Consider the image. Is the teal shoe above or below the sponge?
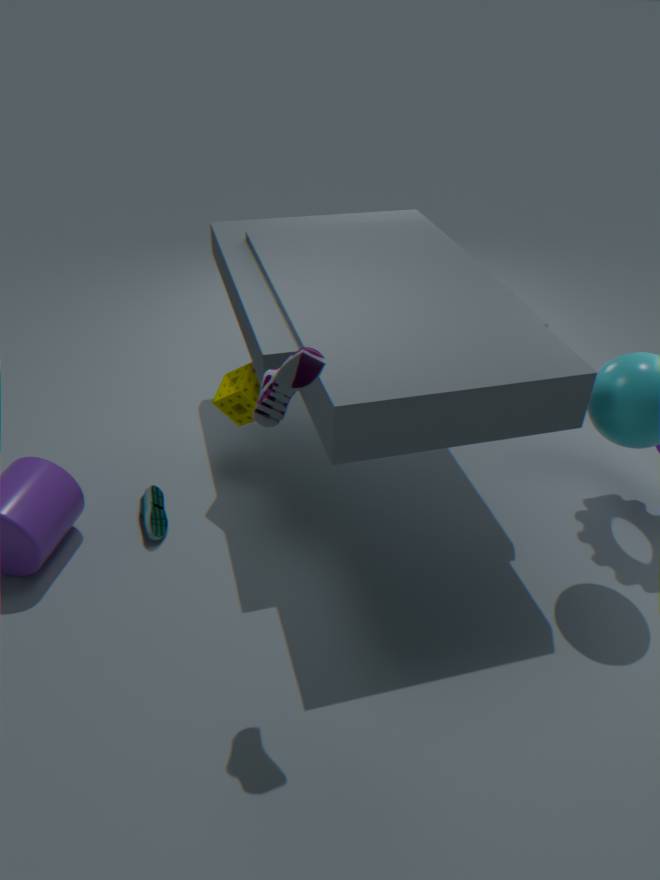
below
